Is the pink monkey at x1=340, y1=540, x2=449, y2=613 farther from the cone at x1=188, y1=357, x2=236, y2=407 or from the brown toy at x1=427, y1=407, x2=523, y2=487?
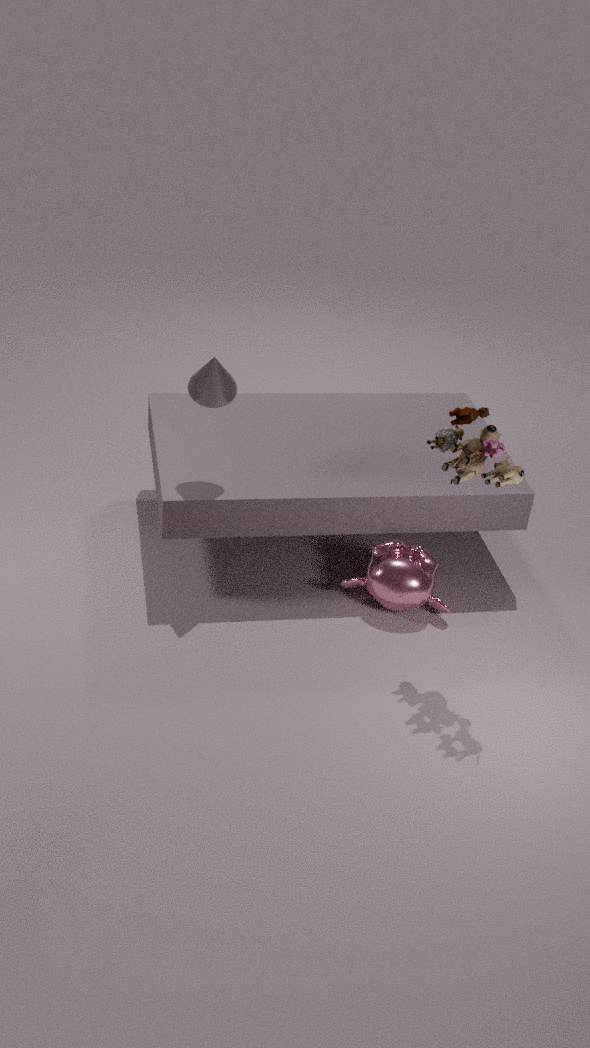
the cone at x1=188, y1=357, x2=236, y2=407
